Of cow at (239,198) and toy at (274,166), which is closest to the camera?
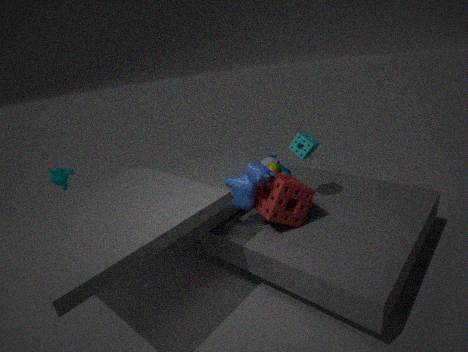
cow at (239,198)
